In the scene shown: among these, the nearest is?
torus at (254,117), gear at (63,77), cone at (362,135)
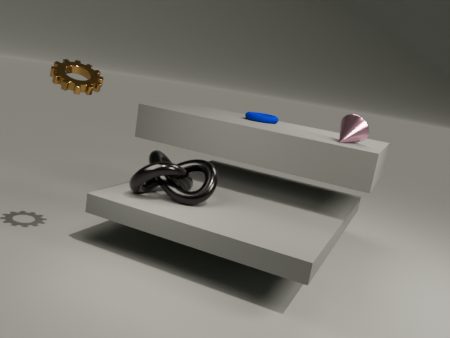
gear at (63,77)
